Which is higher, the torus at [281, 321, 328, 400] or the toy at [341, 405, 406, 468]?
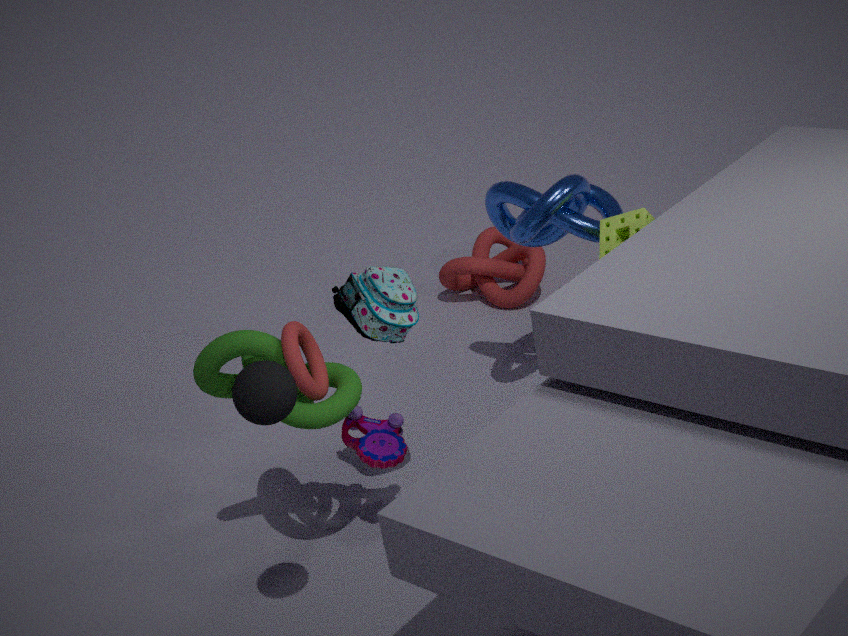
the torus at [281, 321, 328, 400]
